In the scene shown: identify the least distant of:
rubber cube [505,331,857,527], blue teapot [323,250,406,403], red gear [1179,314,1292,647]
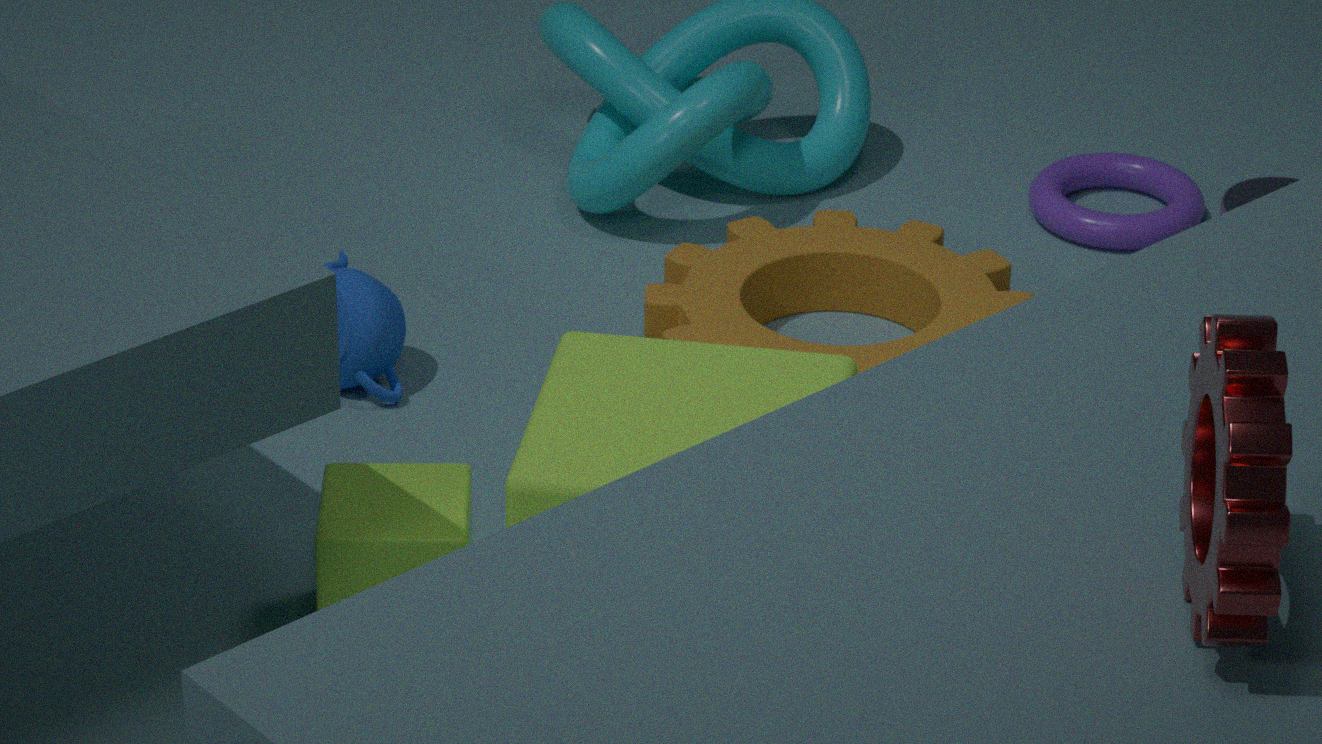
red gear [1179,314,1292,647]
